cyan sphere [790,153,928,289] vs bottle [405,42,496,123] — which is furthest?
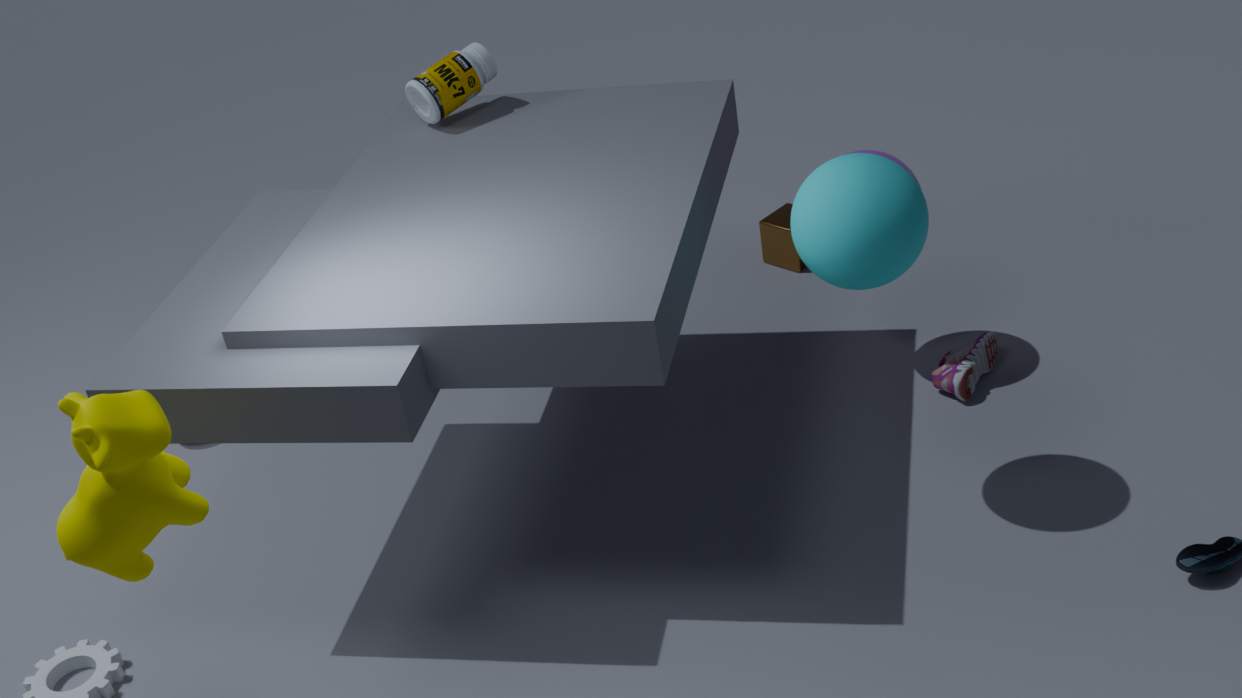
bottle [405,42,496,123]
